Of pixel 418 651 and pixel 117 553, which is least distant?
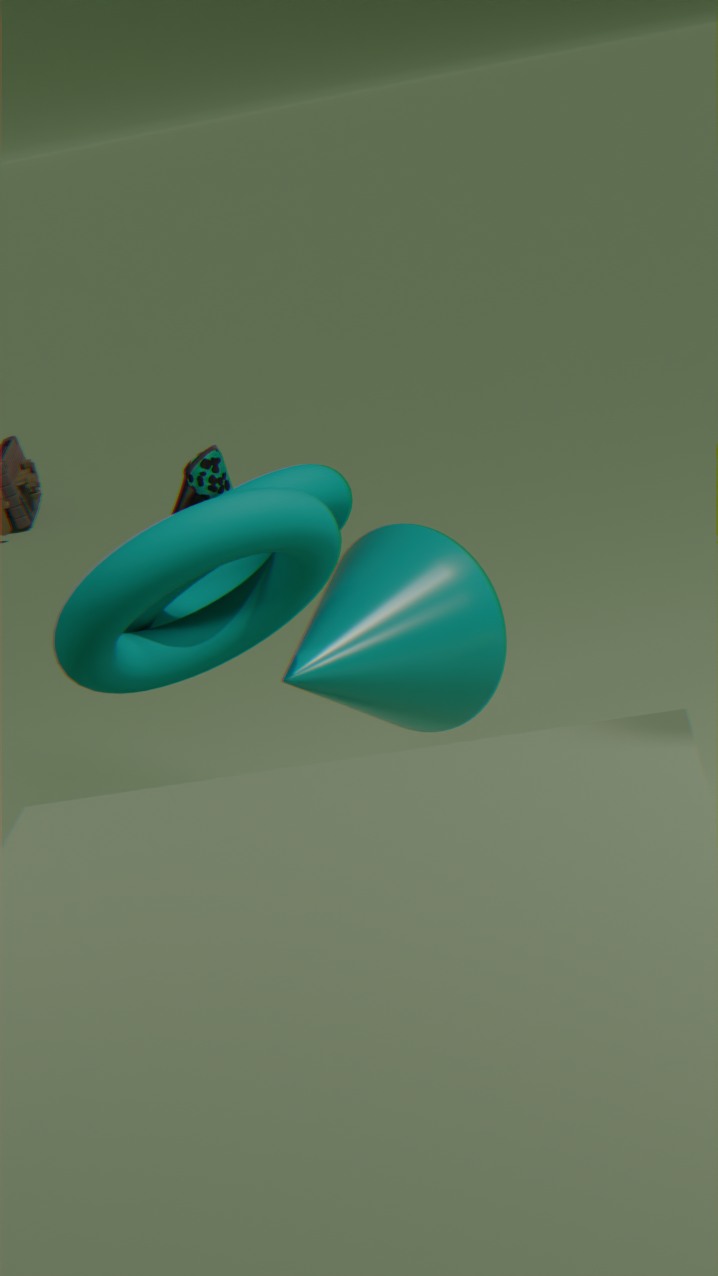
pixel 117 553
